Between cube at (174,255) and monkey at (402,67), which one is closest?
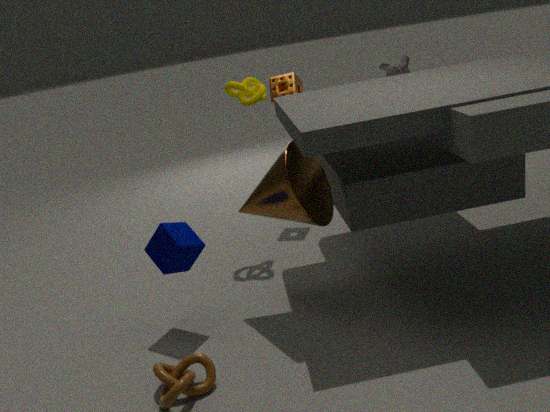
cube at (174,255)
